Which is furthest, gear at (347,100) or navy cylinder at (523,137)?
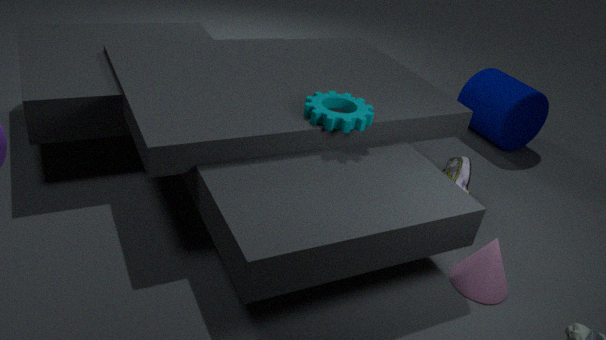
navy cylinder at (523,137)
